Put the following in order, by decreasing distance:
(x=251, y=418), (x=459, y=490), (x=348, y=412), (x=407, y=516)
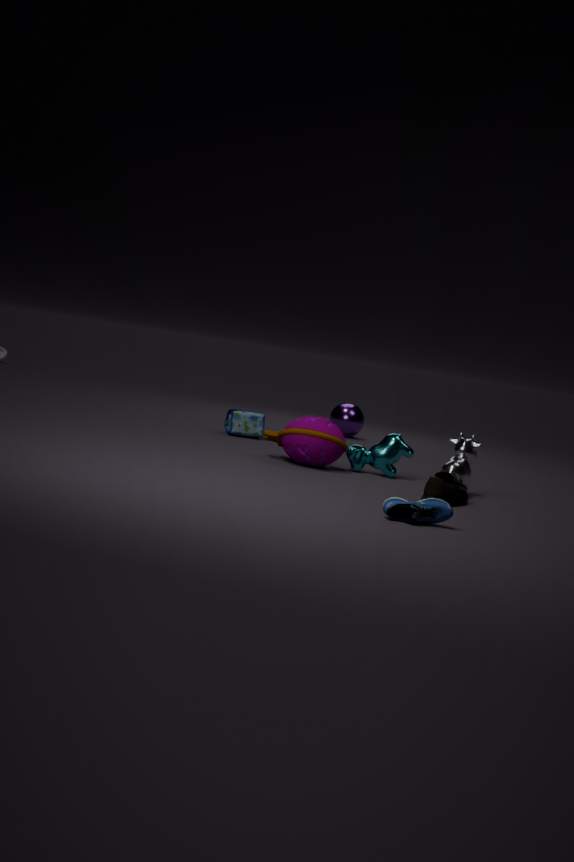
(x=348, y=412), (x=251, y=418), (x=459, y=490), (x=407, y=516)
